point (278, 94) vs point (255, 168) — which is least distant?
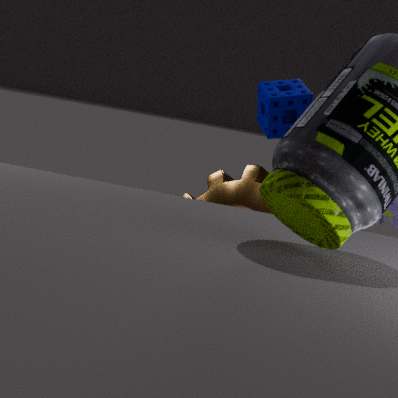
point (255, 168)
